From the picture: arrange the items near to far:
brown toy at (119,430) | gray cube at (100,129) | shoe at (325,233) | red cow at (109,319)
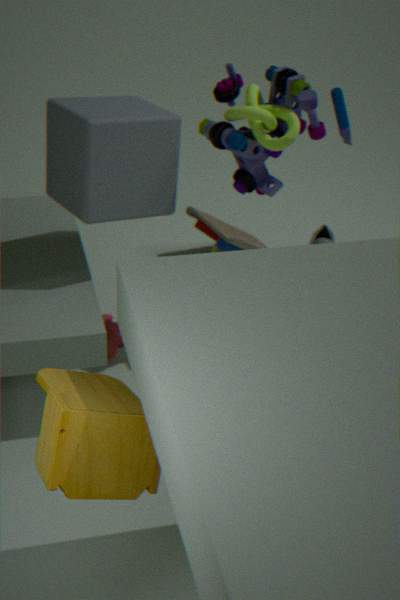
brown toy at (119,430) → gray cube at (100,129) → red cow at (109,319) → shoe at (325,233)
